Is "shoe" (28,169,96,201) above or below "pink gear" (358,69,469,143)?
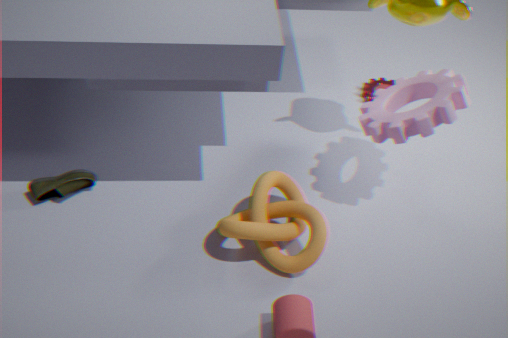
below
